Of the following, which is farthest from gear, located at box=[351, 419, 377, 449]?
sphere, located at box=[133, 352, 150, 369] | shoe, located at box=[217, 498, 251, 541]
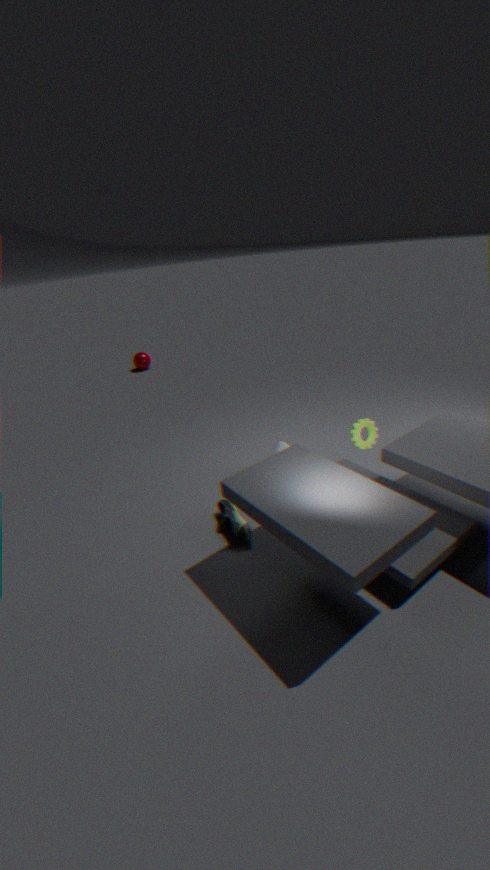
sphere, located at box=[133, 352, 150, 369]
